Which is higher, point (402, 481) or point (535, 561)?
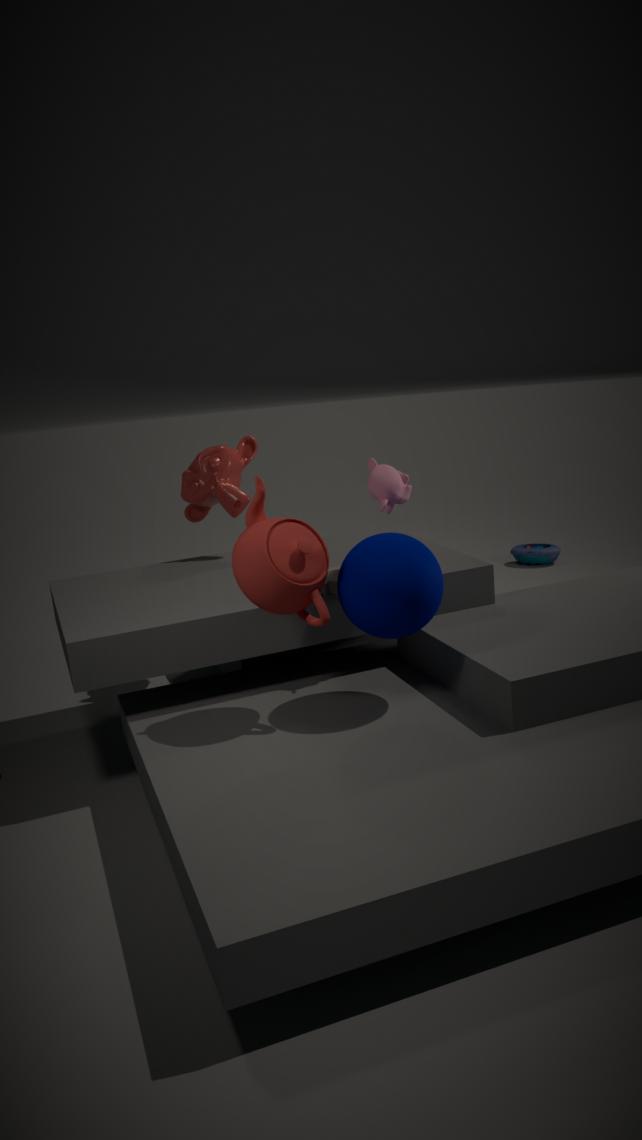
point (402, 481)
